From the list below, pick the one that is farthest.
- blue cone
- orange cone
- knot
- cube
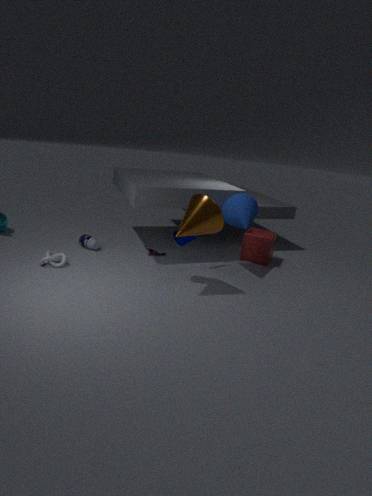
cube
